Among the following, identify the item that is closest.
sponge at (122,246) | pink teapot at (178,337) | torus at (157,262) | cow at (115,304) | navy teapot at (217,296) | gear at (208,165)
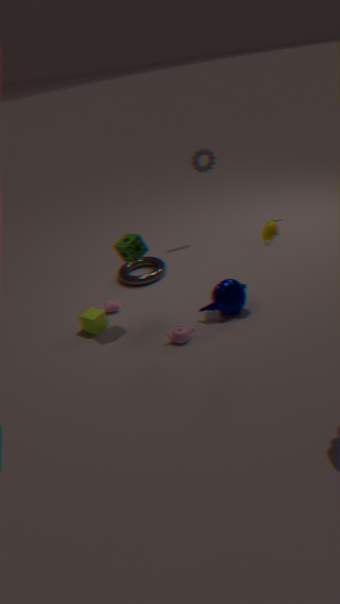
sponge at (122,246)
